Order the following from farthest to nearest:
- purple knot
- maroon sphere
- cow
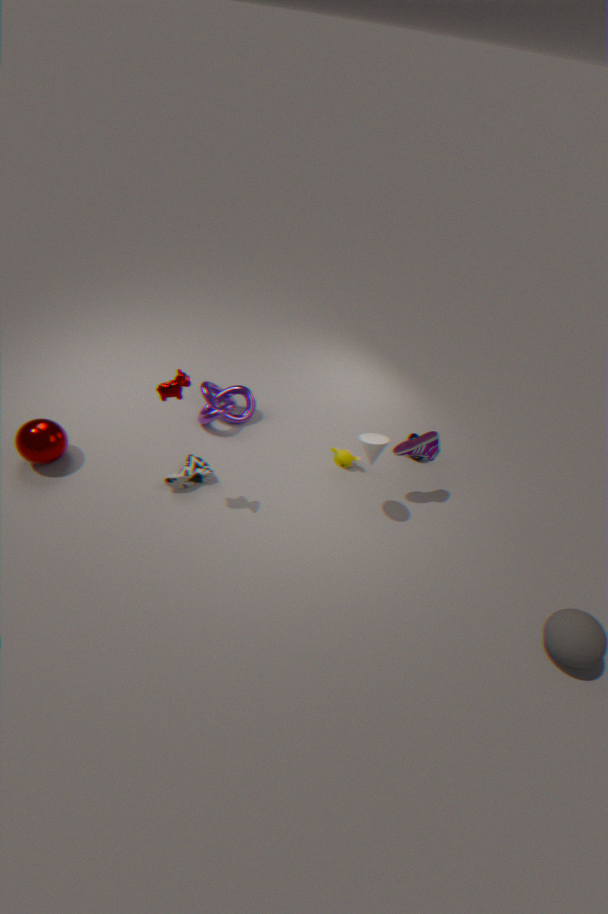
purple knot → maroon sphere → cow
